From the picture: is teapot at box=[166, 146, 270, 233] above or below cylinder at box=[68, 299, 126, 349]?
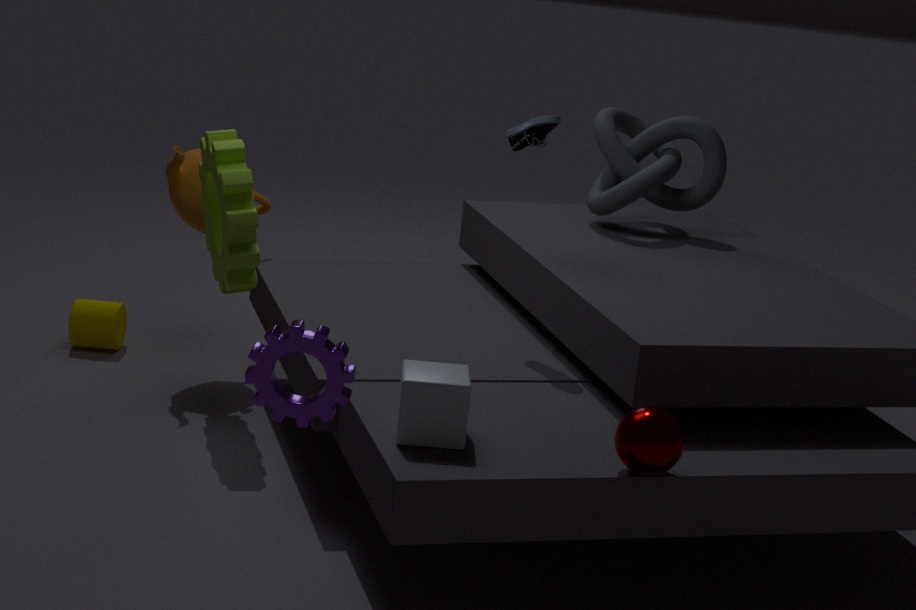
above
